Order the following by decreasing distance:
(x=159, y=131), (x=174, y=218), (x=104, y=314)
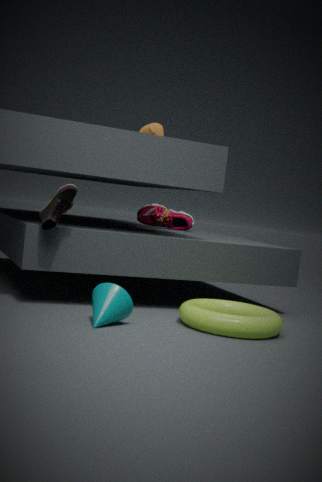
(x=174, y=218) → (x=159, y=131) → (x=104, y=314)
